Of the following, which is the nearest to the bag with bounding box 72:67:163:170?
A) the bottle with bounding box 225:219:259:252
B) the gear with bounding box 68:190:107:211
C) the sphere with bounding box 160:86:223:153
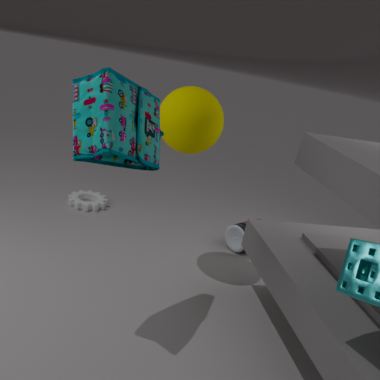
the sphere with bounding box 160:86:223:153
